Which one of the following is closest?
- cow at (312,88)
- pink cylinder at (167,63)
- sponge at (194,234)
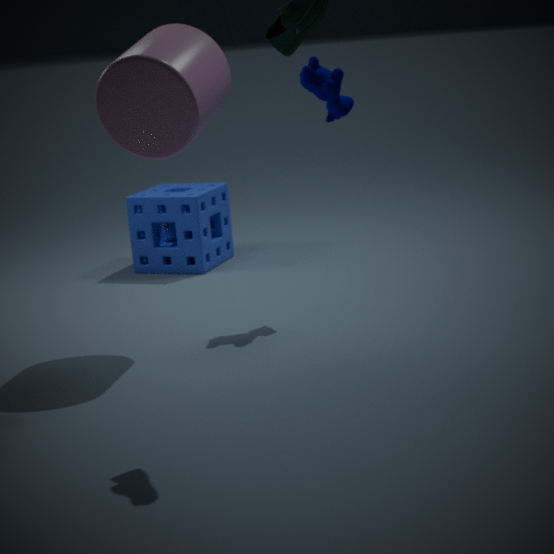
pink cylinder at (167,63)
